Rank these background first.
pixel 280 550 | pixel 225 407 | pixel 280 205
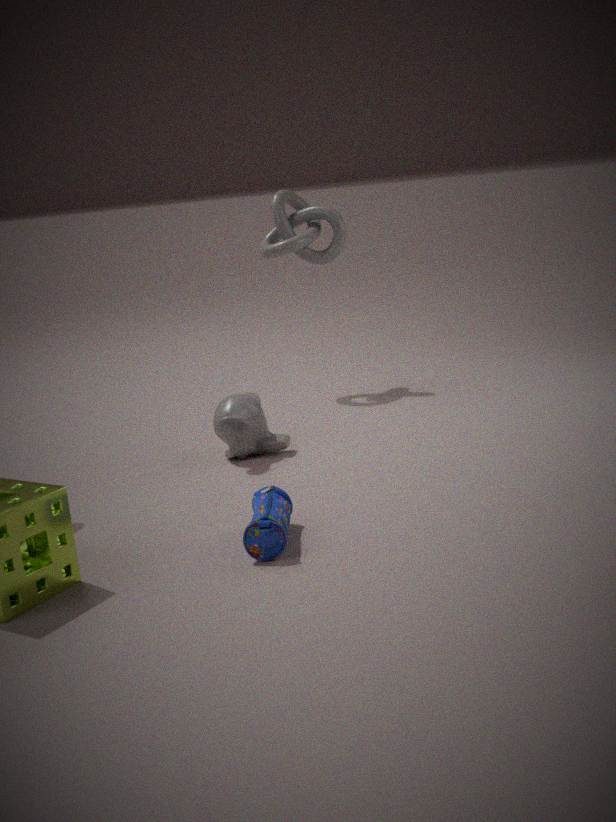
pixel 280 205
pixel 225 407
pixel 280 550
